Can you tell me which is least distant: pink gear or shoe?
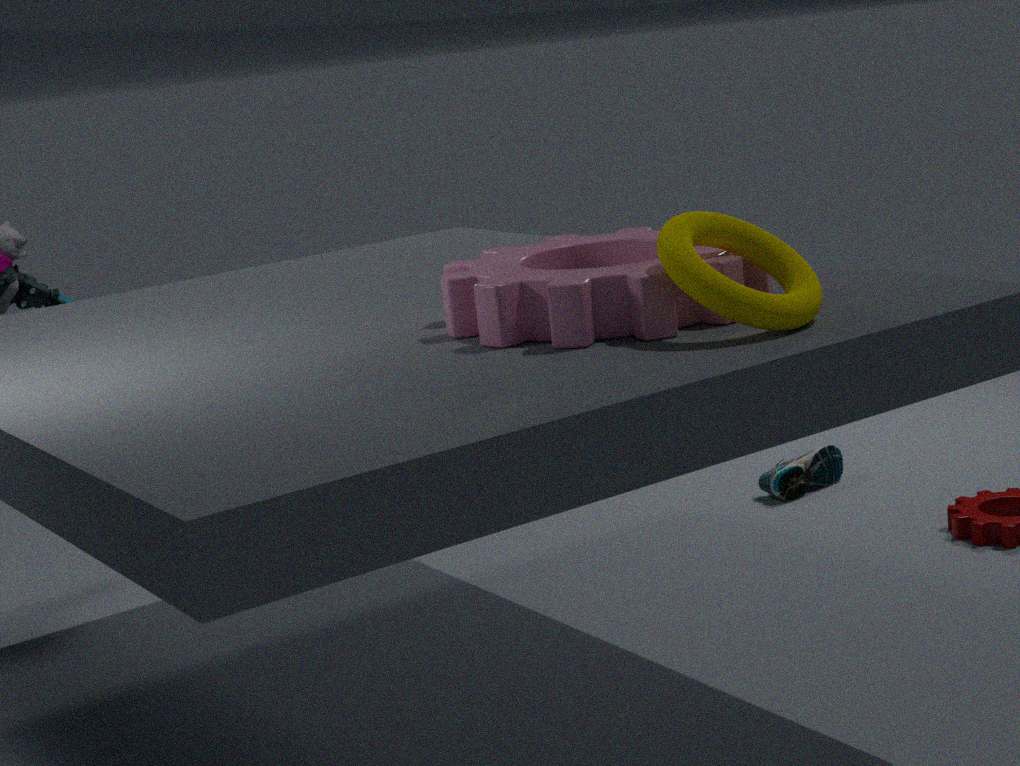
pink gear
